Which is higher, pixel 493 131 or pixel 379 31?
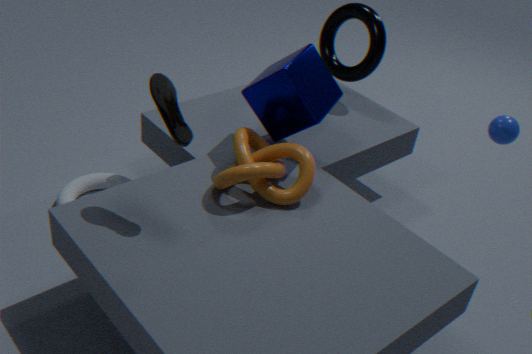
pixel 379 31
